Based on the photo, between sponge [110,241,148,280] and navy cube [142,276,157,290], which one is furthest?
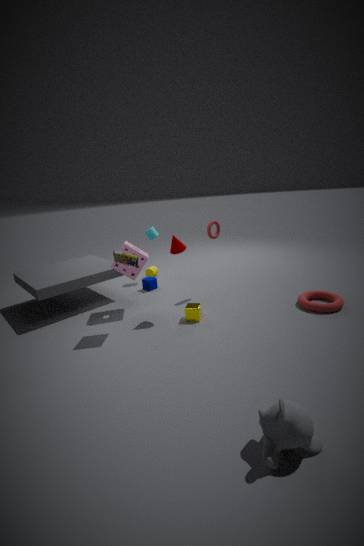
navy cube [142,276,157,290]
